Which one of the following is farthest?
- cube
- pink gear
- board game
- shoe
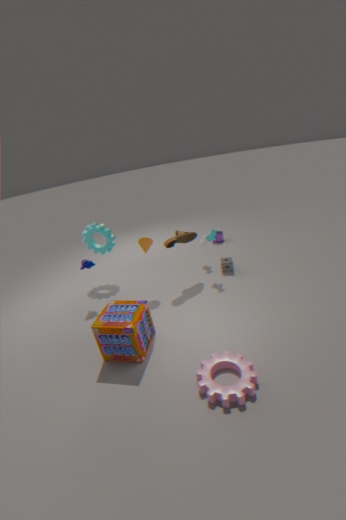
cube
